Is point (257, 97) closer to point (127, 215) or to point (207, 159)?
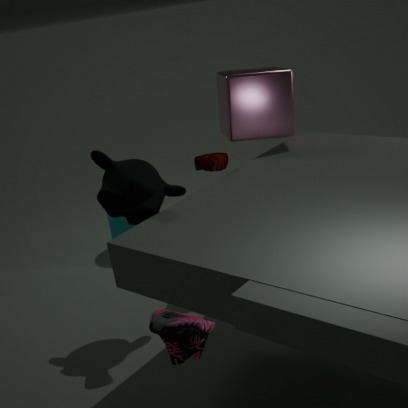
point (207, 159)
